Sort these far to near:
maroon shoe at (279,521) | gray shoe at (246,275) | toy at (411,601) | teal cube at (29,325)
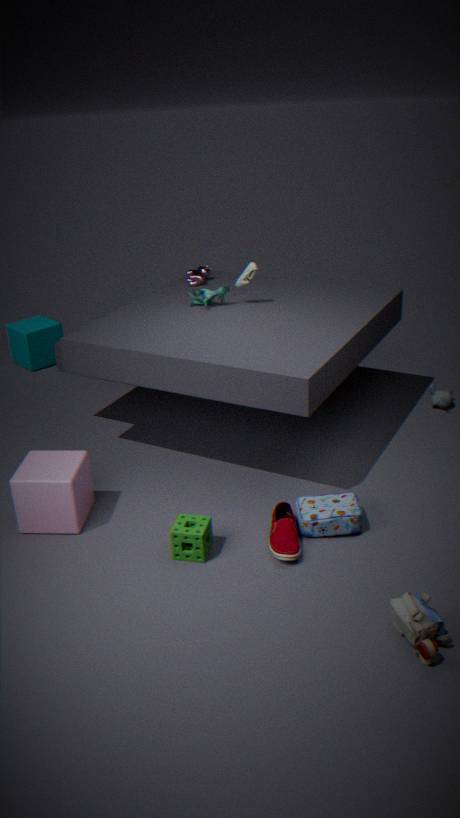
teal cube at (29,325), gray shoe at (246,275), maroon shoe at (279,521), toy at (411,601)
